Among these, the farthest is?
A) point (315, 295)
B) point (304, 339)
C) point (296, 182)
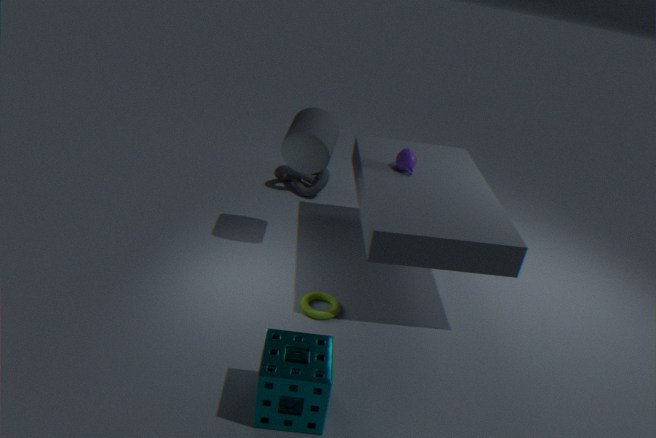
C. point (296, 182)
